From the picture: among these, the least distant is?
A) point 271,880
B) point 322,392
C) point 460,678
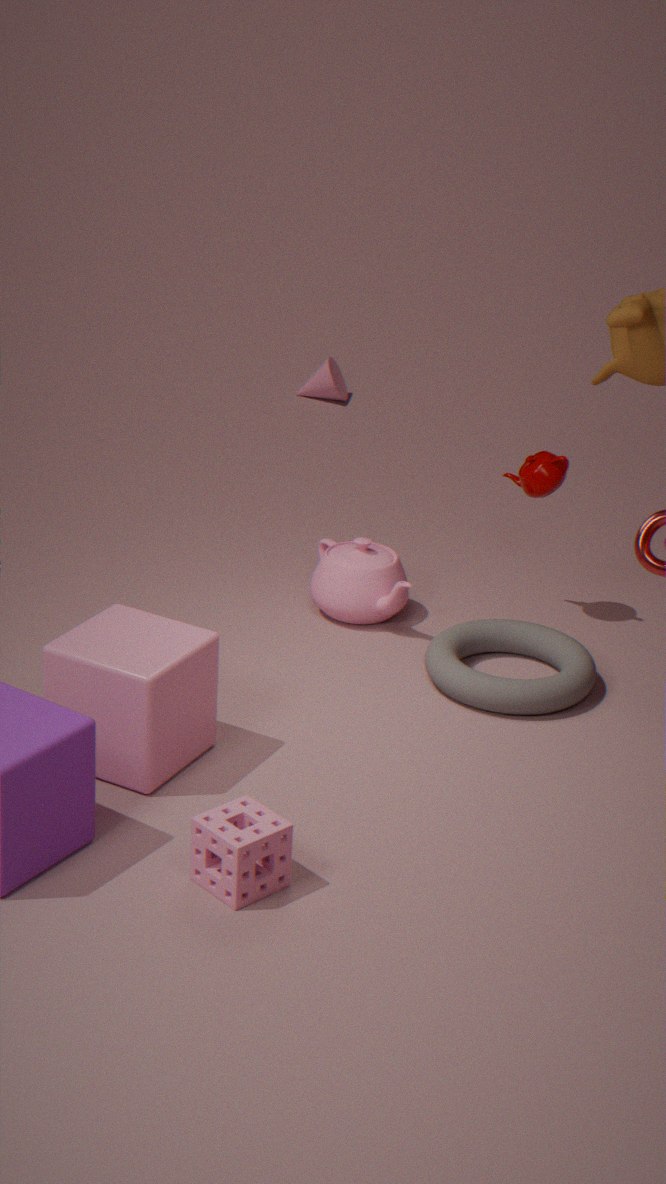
point 271,880
